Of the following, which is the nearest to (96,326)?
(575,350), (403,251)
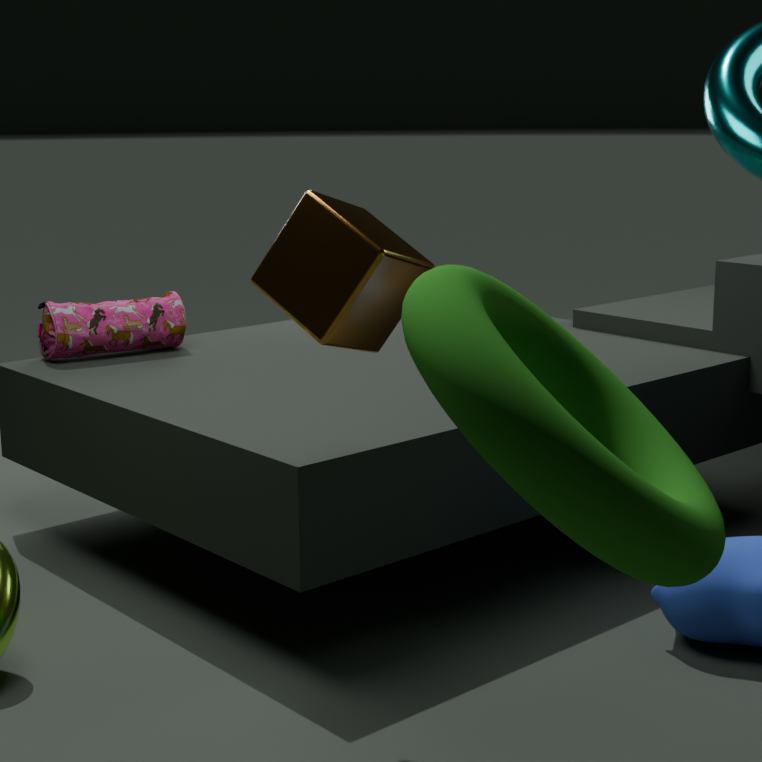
(403,251)
